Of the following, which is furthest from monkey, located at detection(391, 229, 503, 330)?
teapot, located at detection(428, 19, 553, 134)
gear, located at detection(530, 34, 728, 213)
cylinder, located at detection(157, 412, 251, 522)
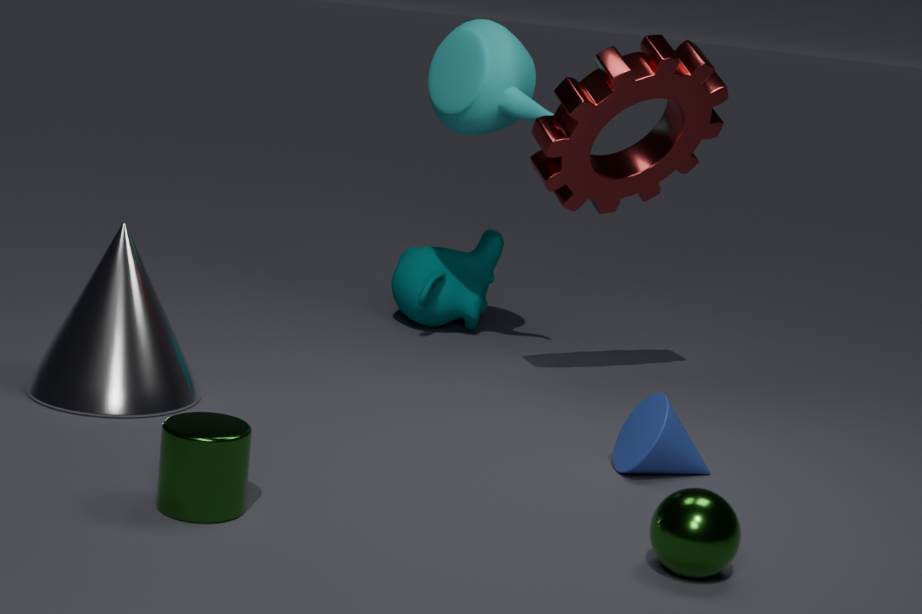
cylinder, located at detection(157, 412, 251, 522)
